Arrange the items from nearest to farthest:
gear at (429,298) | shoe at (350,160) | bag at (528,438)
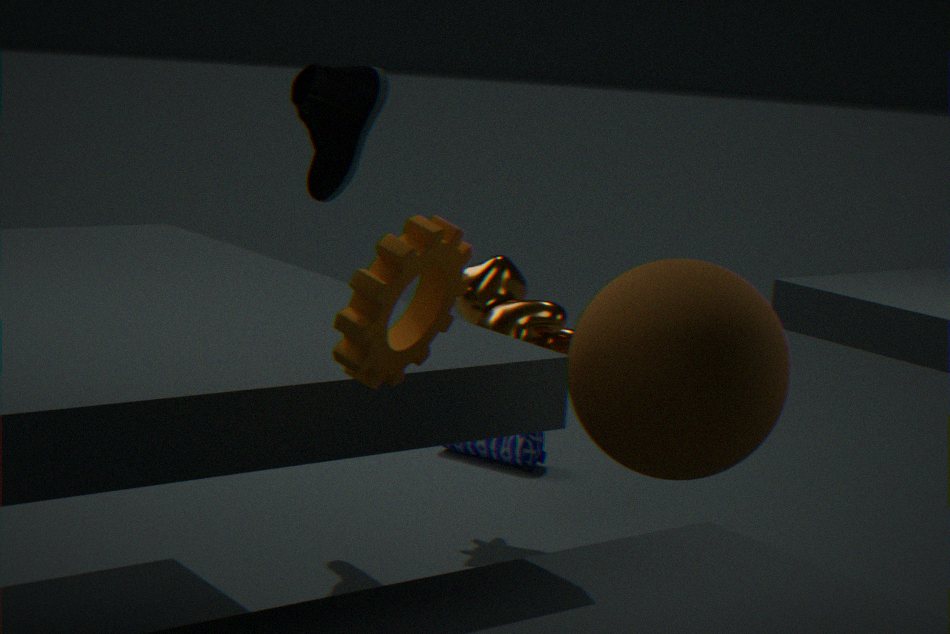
gear at (429,298), shoe at (350,160), bag at (528,438)
